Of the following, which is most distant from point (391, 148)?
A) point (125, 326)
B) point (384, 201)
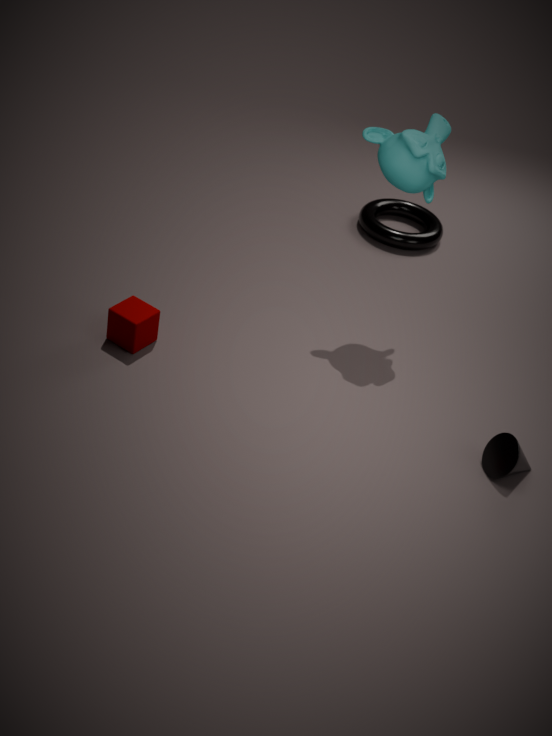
point (125, 326)
